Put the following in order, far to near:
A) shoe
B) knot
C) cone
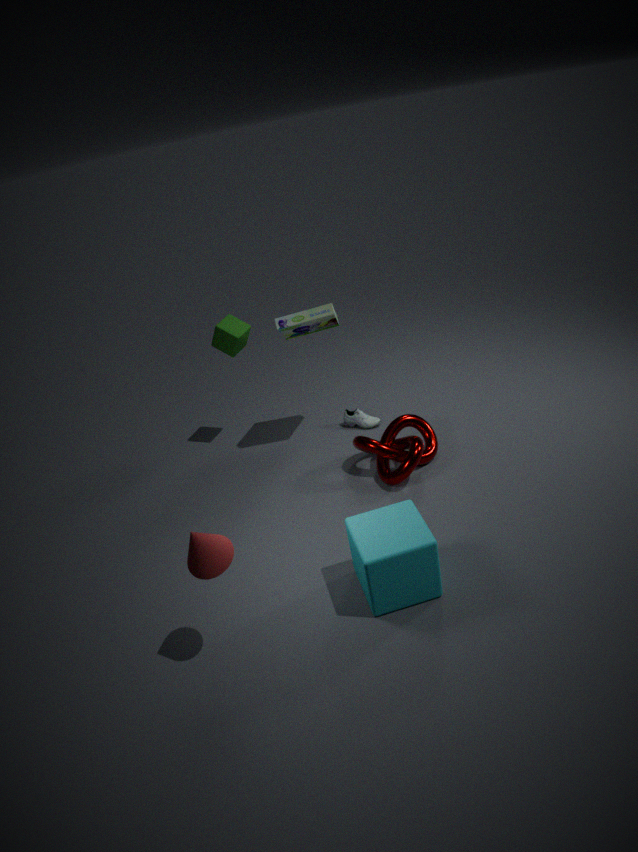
shoe → knot → cone
